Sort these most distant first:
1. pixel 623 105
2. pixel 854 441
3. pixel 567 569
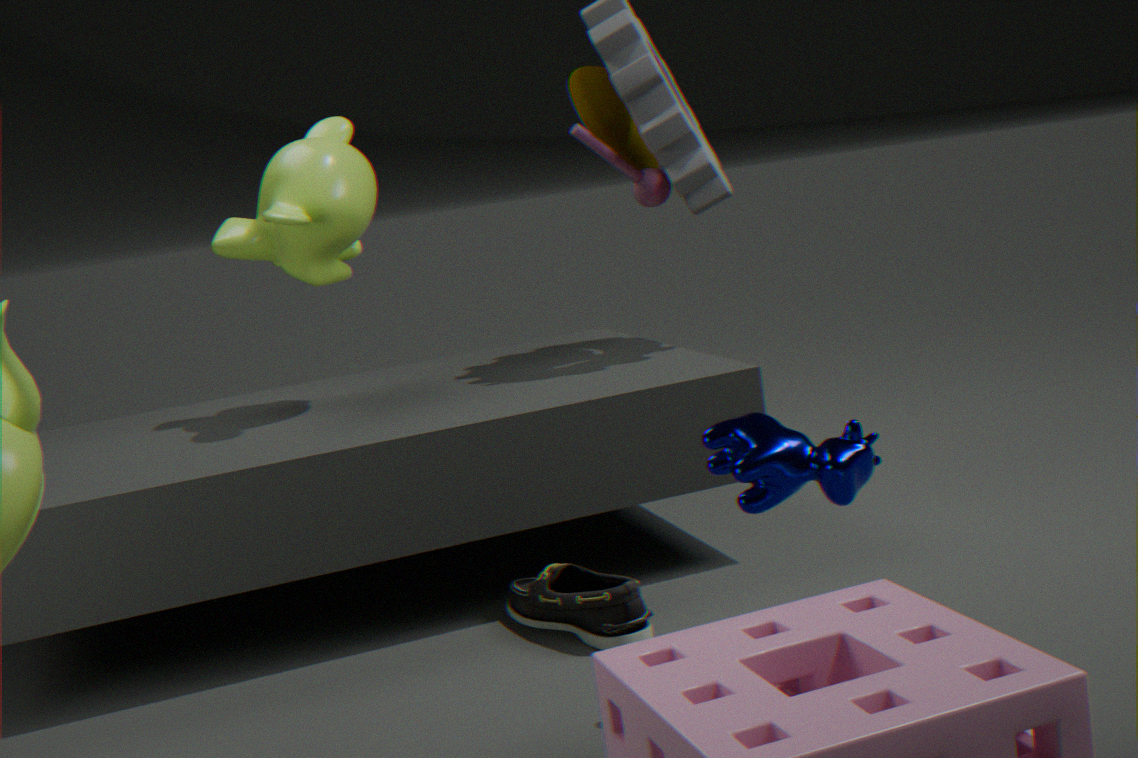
pixel 623 105 < pixel 567 569 < pixel 854 441
